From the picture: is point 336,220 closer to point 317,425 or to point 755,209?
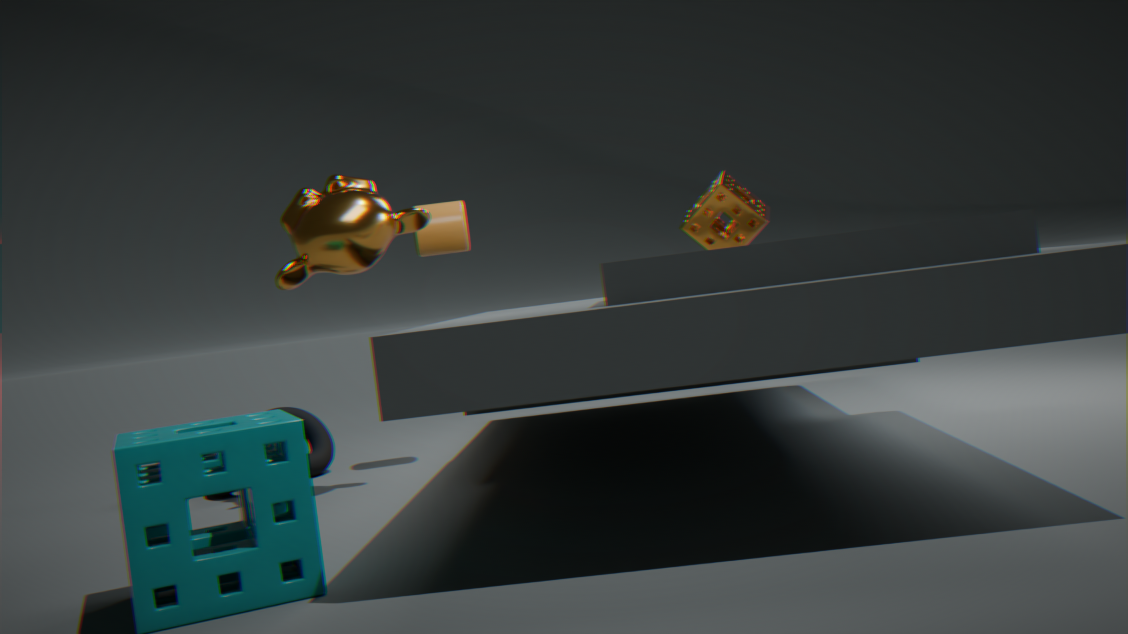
point 317,425
